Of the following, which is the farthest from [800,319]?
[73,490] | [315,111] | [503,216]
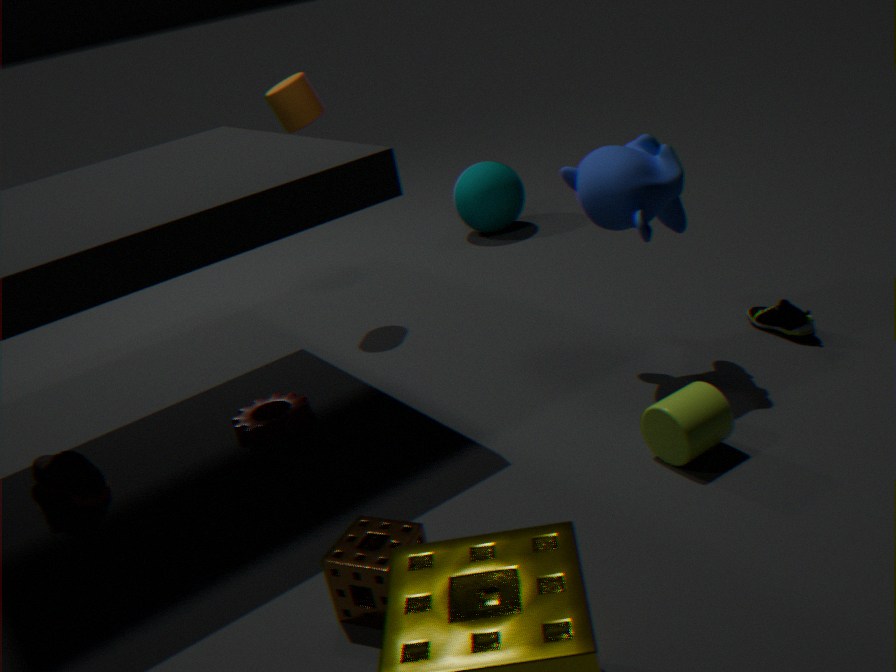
[73,490]
